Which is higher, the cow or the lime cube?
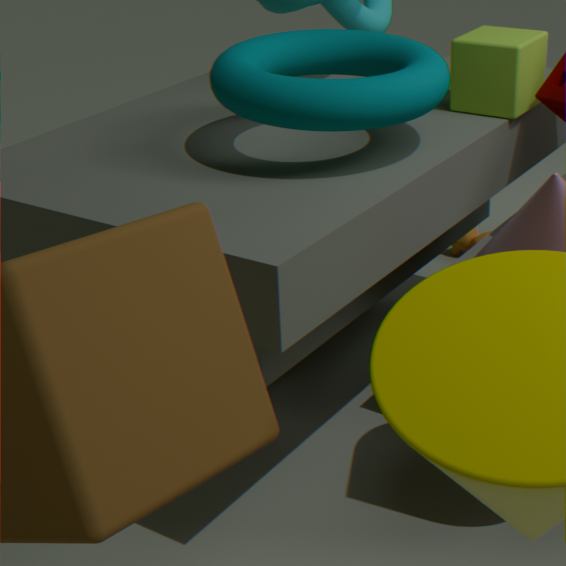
the lime cube
